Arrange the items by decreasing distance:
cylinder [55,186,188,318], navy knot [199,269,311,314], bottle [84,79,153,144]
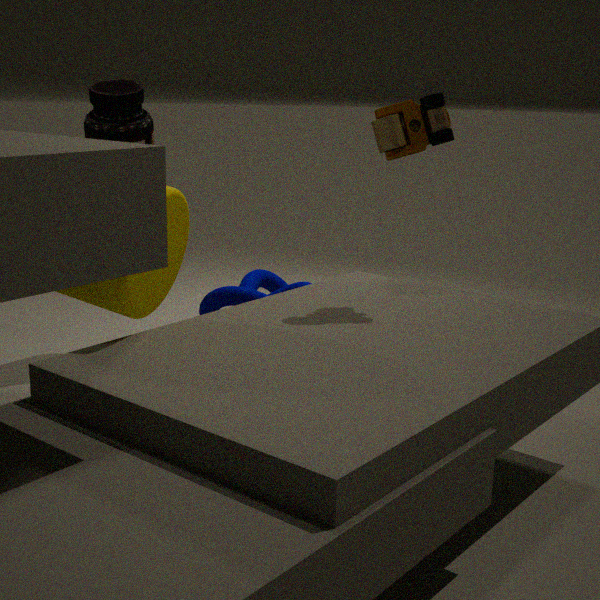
navy knot [199,269,311,314] < bottle [84,79,153,144] < cylinder [55,186,188,318]
